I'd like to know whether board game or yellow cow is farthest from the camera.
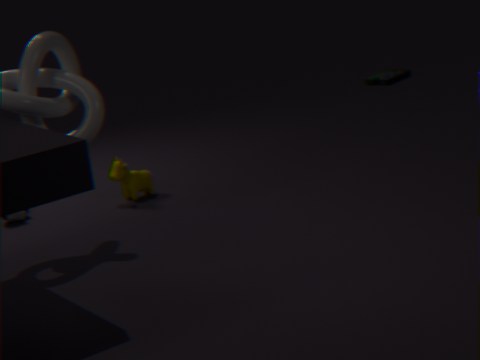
board game
